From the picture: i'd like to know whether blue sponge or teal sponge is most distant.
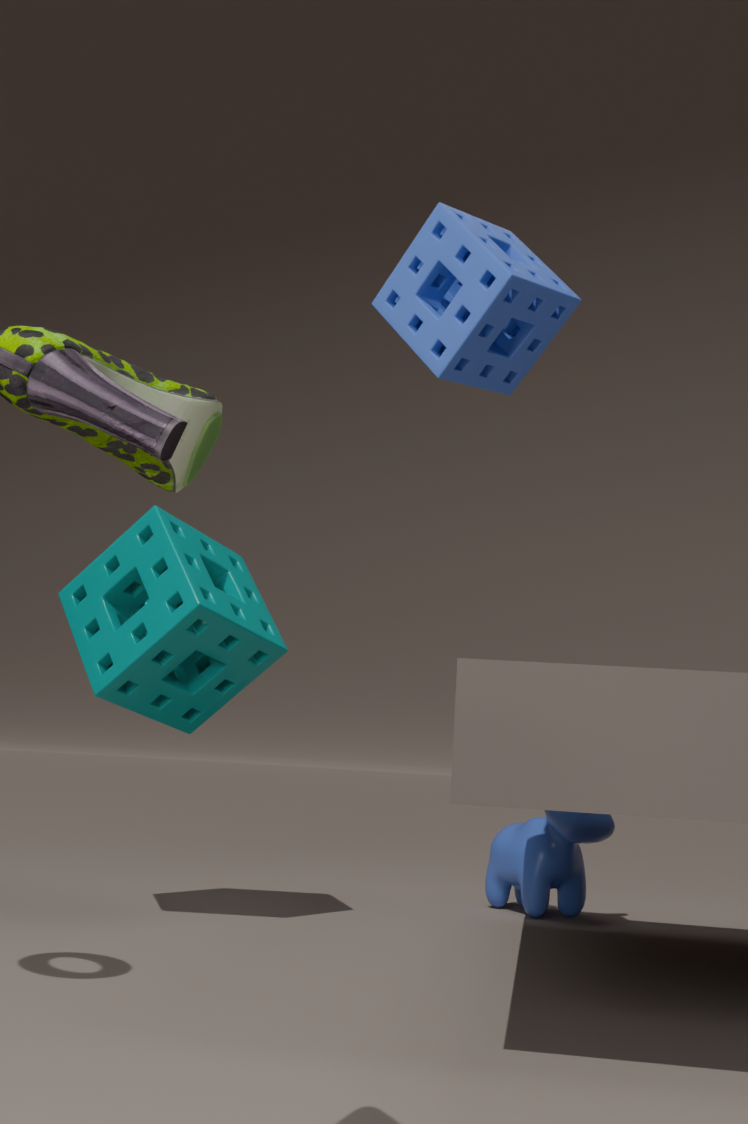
teal sponge
